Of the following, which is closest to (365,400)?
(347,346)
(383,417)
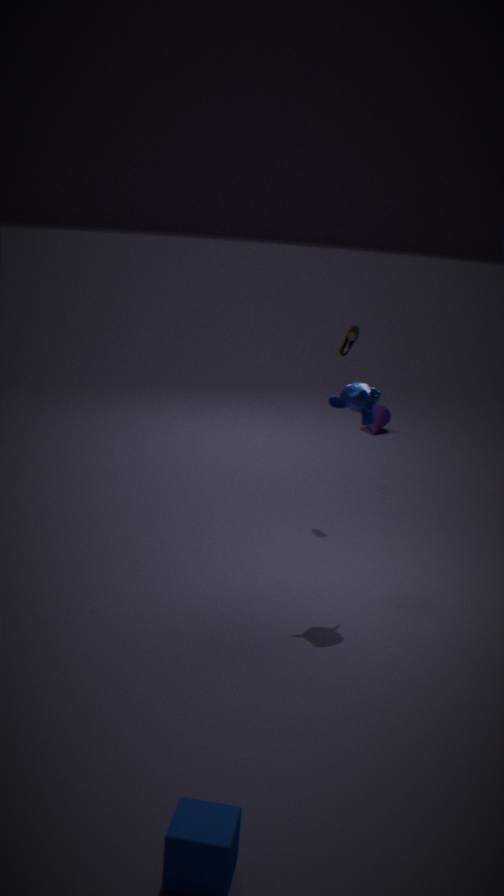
(347,346)
